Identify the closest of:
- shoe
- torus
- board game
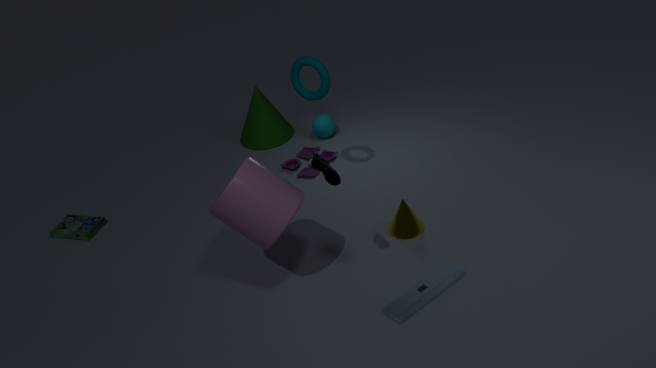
shoe
